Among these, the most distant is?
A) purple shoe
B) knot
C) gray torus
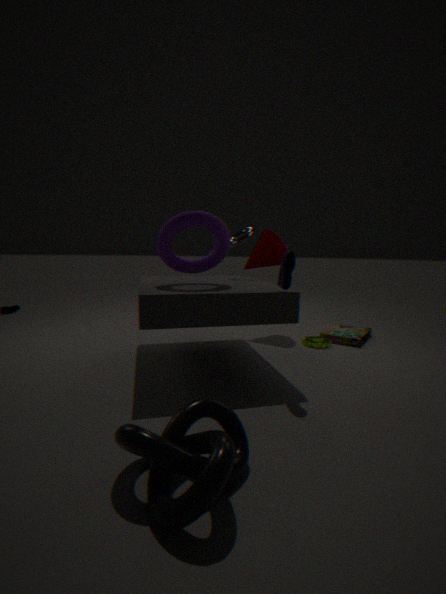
gray torus
